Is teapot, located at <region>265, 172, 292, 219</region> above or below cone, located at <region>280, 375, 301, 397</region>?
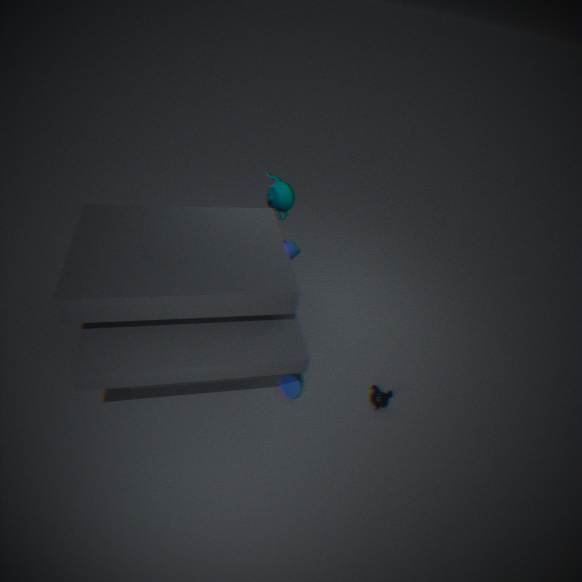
above
